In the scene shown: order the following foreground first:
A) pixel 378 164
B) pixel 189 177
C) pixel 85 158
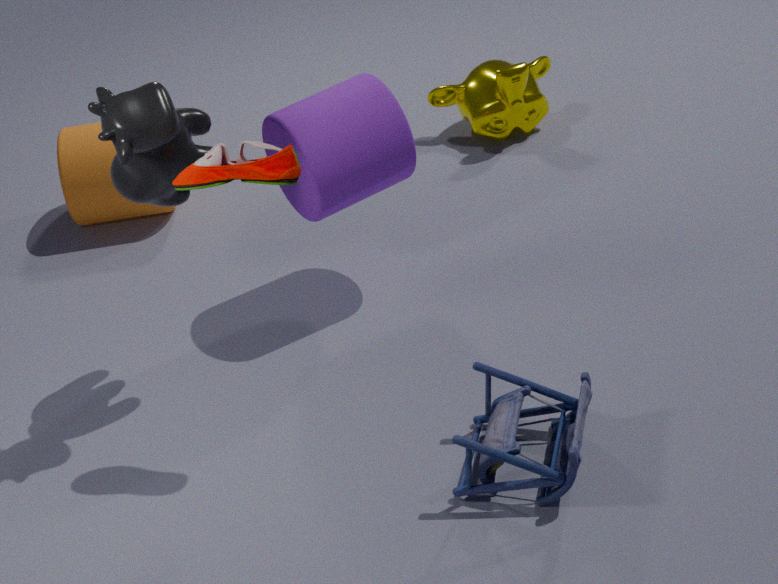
1. pixel 189 177
2. pixel 378 164
3. pixel 85 158
